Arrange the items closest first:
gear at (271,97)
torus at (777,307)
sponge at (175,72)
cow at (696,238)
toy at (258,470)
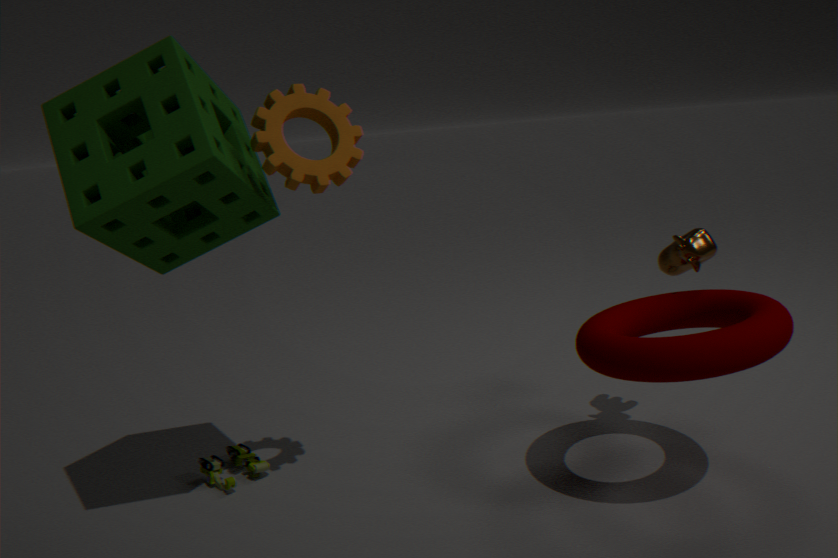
sponge at (175,72) < torus at (777,307) < gear at (271,97) < cow at (696,238) < toy at (258,470)
